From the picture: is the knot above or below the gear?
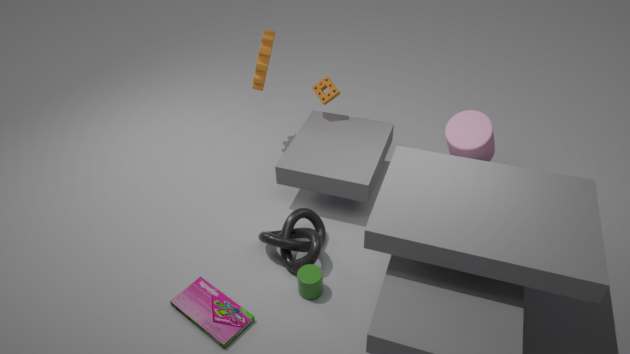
below
